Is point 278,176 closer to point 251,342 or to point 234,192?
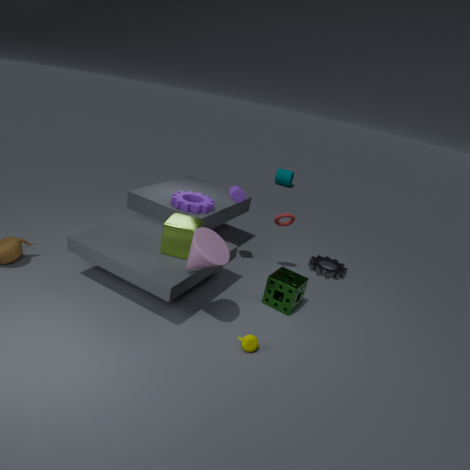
point 234,192
